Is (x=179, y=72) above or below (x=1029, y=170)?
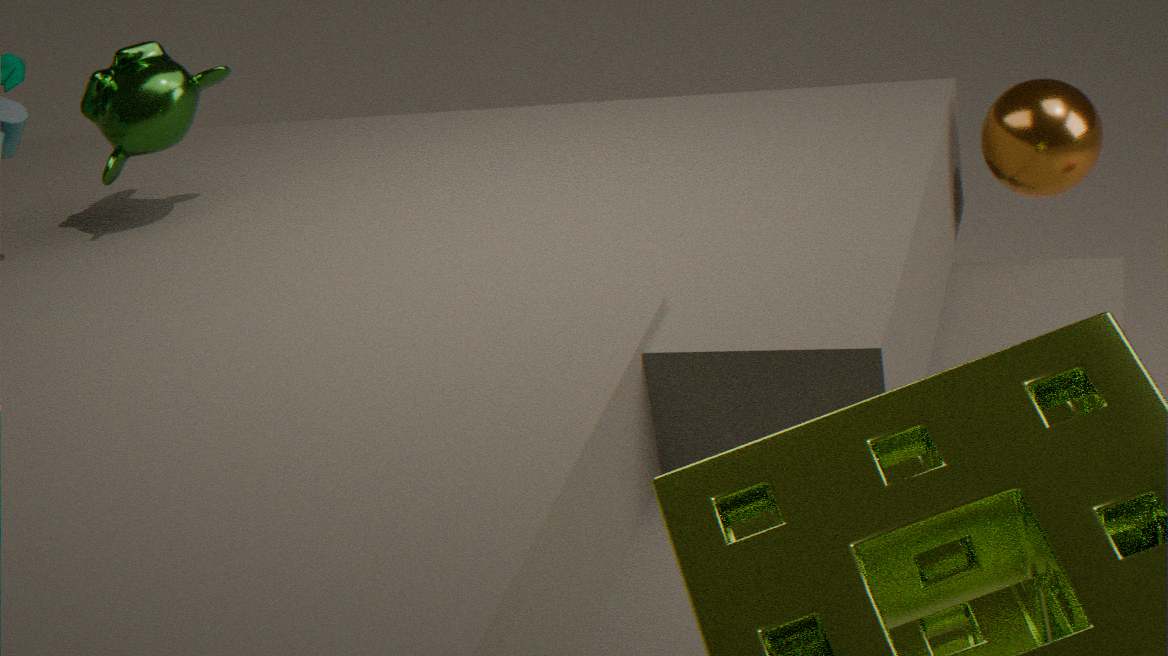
above
